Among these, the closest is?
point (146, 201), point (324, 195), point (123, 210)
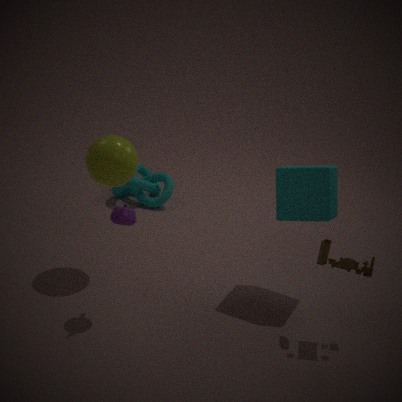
point (123, 210)
